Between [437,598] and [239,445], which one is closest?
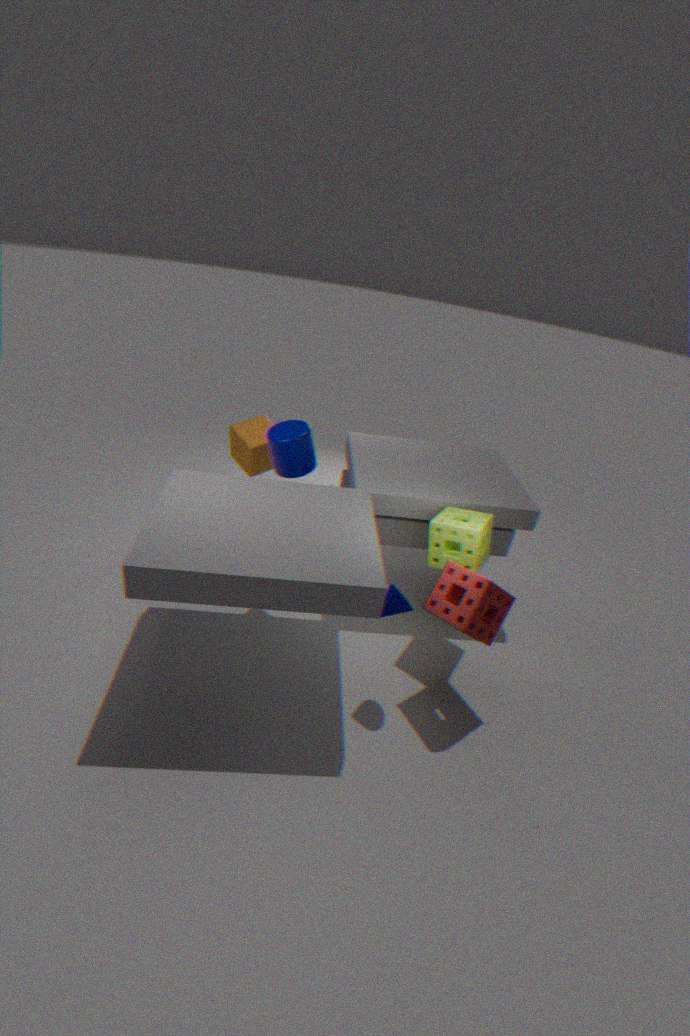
[437,598]
